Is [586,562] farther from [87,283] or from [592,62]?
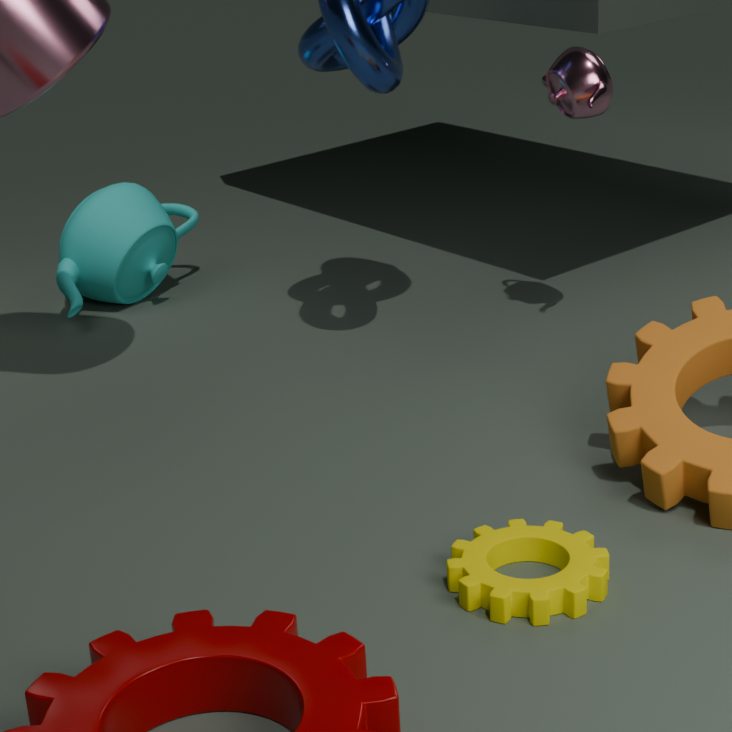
[87,283]
